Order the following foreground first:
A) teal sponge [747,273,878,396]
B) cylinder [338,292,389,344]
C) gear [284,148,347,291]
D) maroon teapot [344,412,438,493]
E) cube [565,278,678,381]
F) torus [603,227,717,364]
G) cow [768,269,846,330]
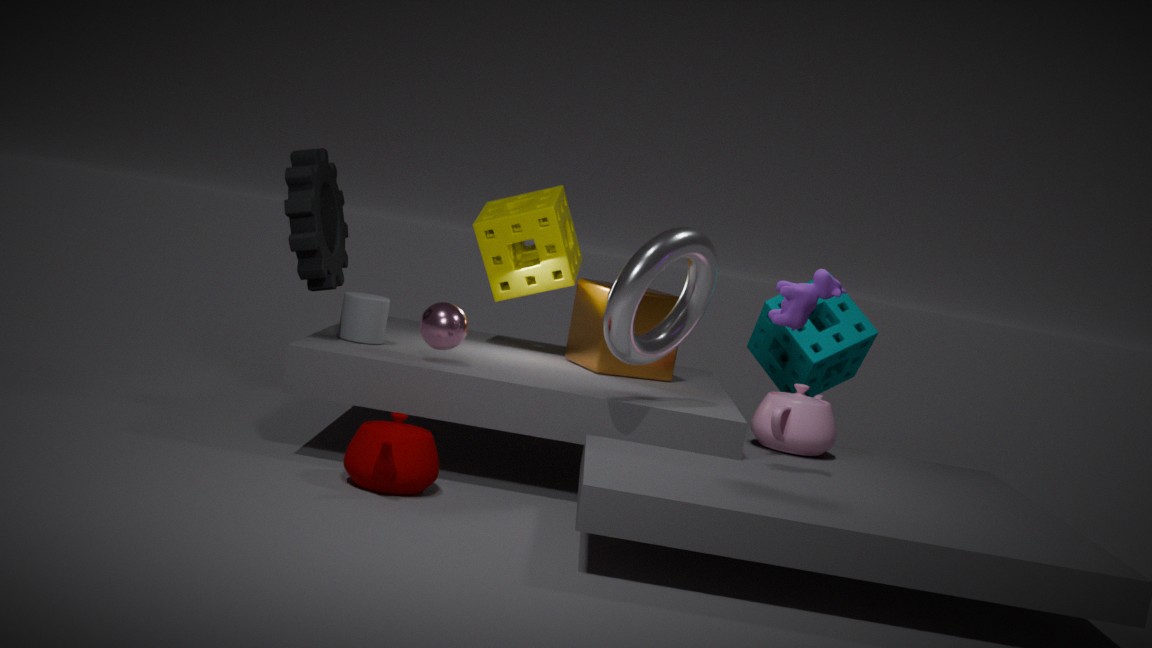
cow [768,269,846,330] → maroon teapot [344,412,438,493] → torus [603,227,717,364] → gear [284,148,347,291] → cylinder [338,292,389,344] → cube [565,278,678,381] → teal sponge [747,273,878,396]
